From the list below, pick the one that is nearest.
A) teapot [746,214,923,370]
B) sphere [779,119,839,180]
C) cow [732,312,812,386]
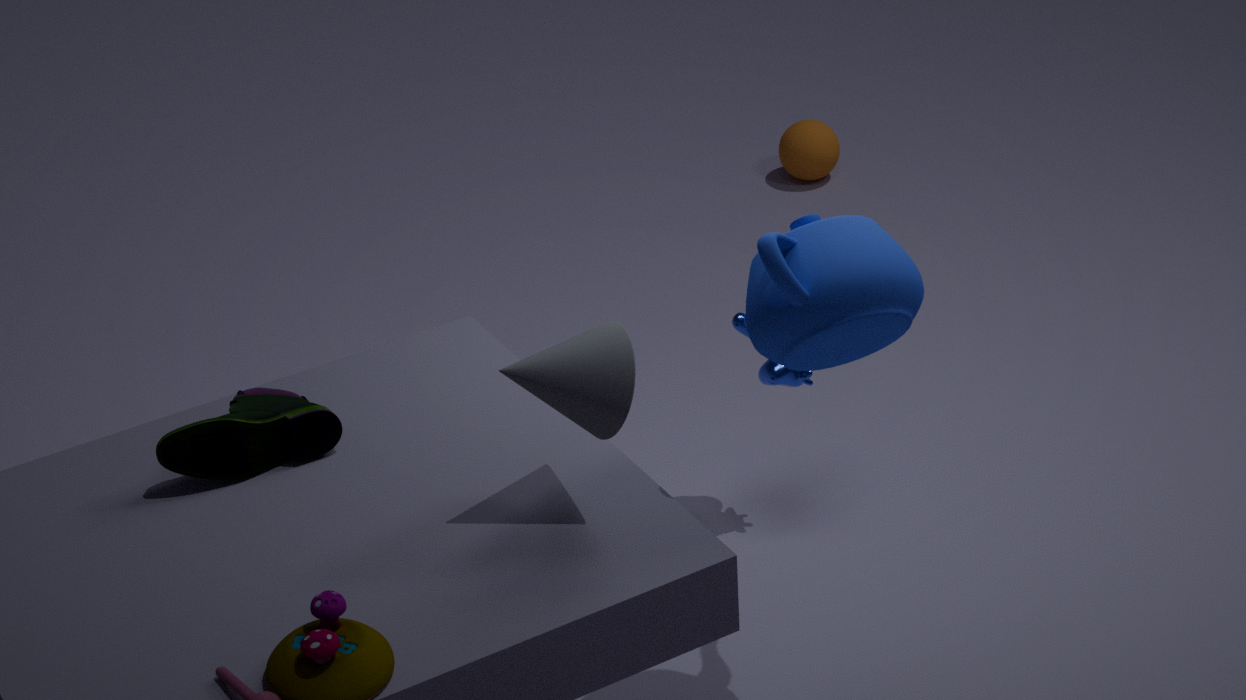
teapot [746,214,923,370]
